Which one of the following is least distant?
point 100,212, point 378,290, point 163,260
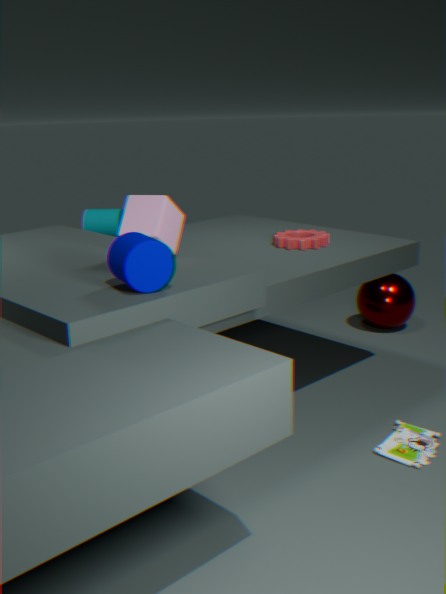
point 163,260
